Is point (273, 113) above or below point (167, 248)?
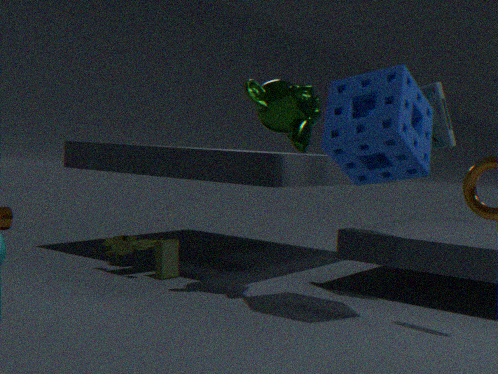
above
